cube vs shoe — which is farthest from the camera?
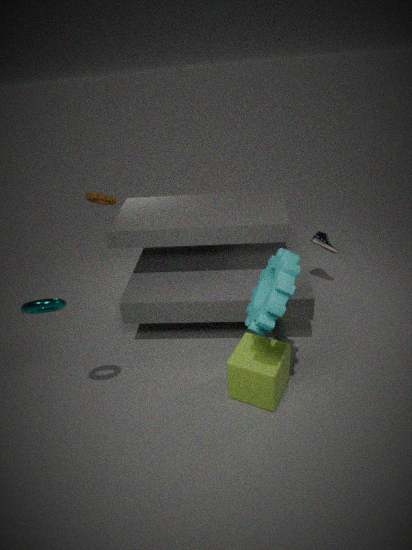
shoe
